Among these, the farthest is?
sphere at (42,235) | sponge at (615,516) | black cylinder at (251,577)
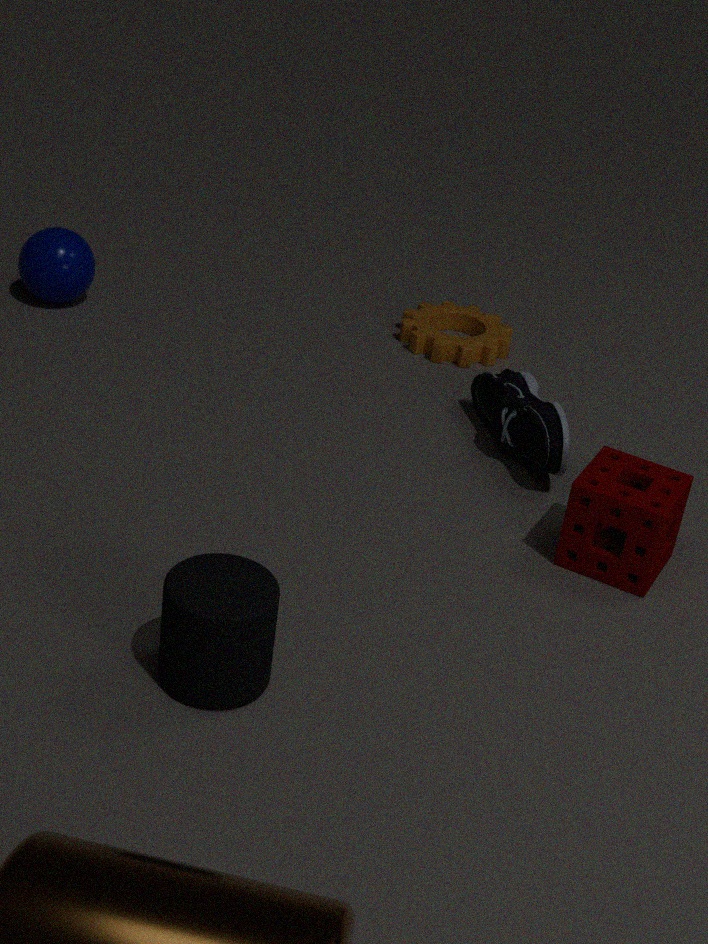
sphere at (42,235)
